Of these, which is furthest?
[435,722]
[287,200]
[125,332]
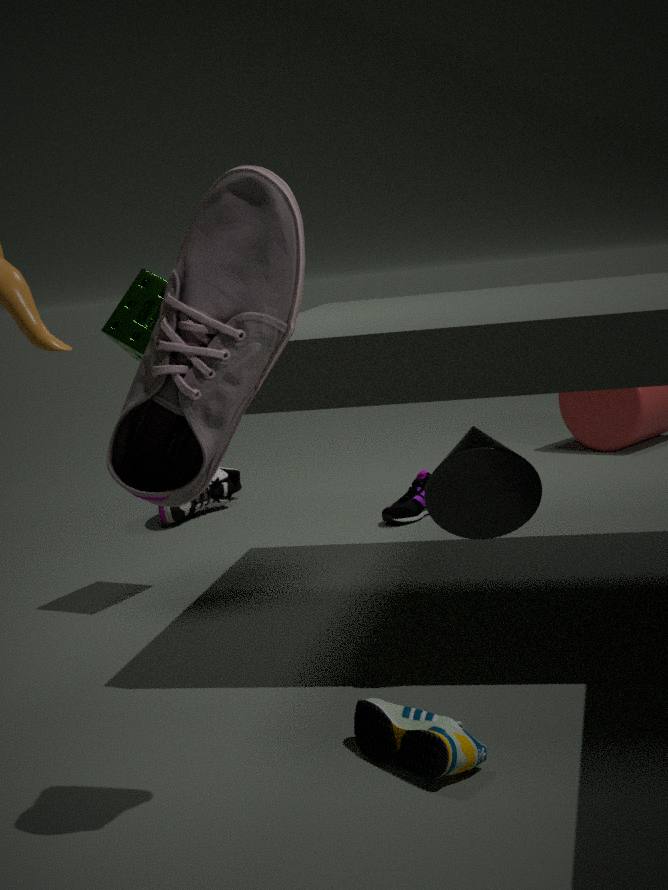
[125,332]
